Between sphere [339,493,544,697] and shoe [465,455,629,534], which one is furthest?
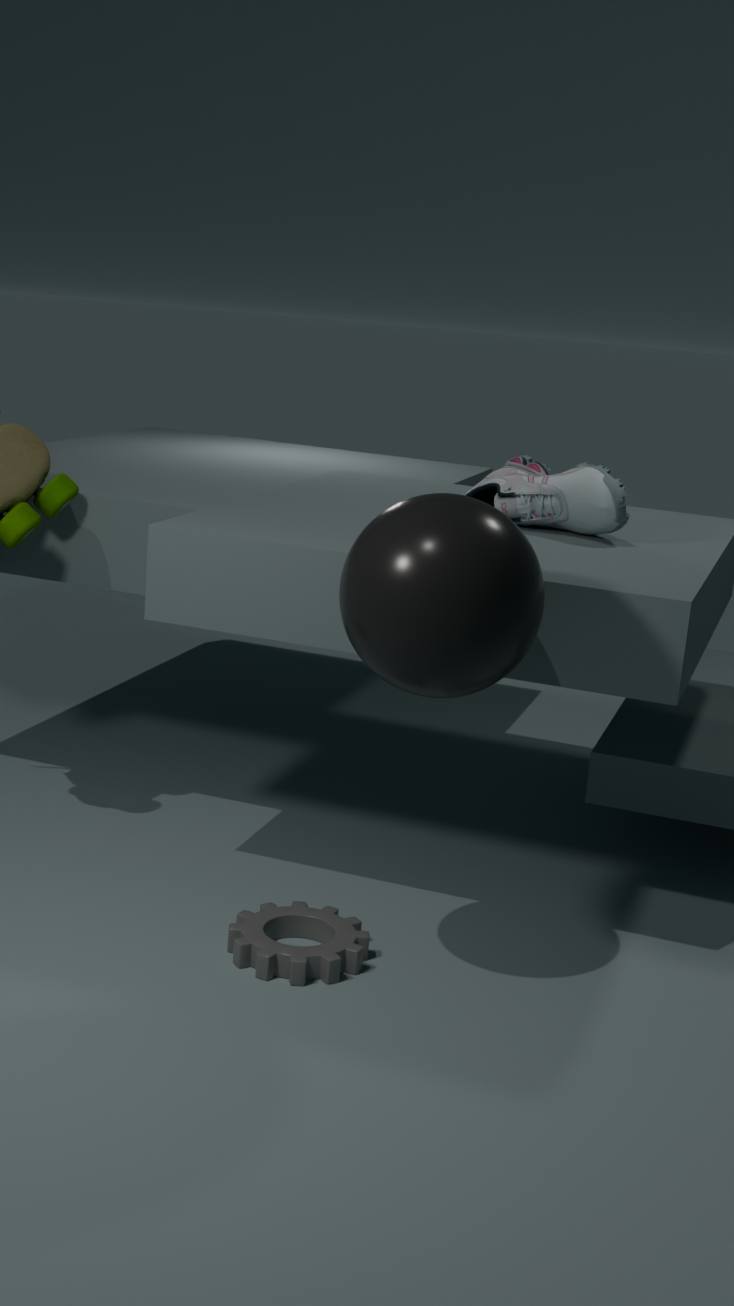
shoe [465,455,629,534]
